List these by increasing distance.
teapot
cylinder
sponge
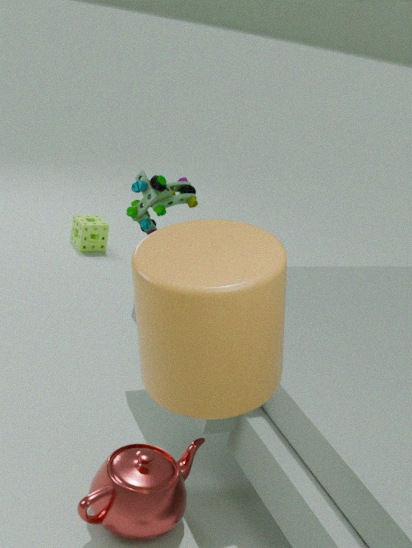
1. cylinder
2. teapot
3. sponge
